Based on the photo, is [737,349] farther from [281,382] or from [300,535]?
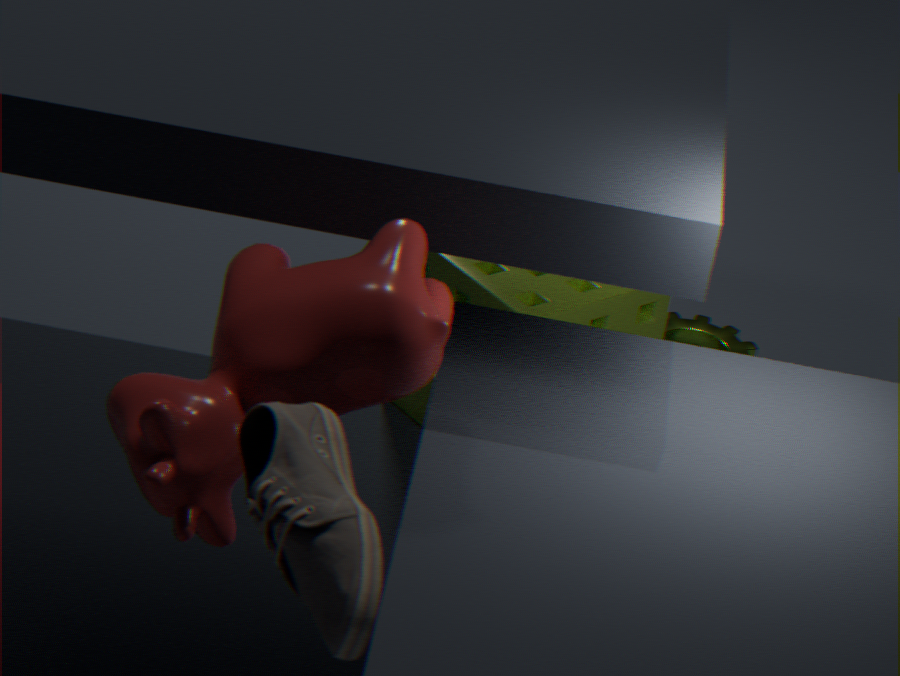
[300,535]
